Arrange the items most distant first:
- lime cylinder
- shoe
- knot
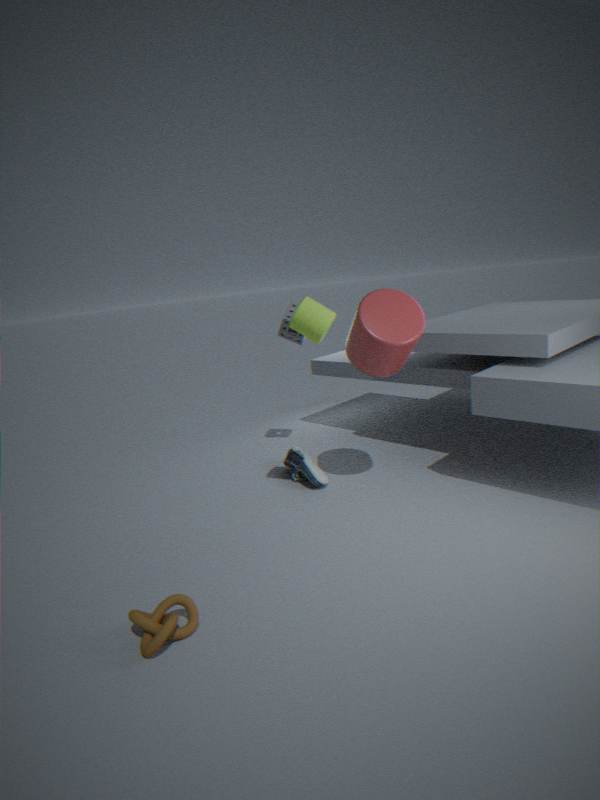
shoe, lime cylinder, knot
